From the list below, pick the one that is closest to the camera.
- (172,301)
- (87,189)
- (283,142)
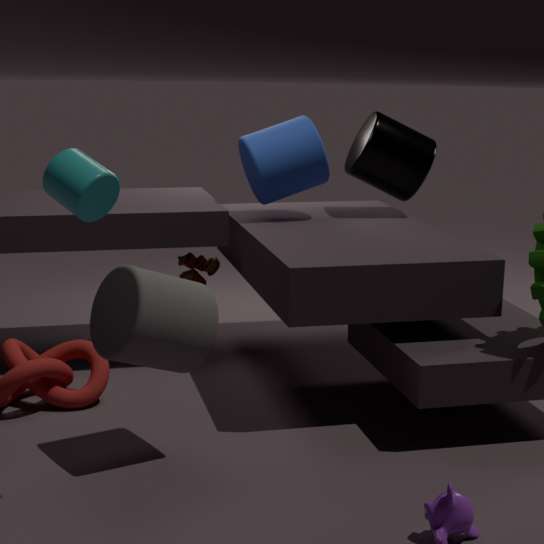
(87,189)
